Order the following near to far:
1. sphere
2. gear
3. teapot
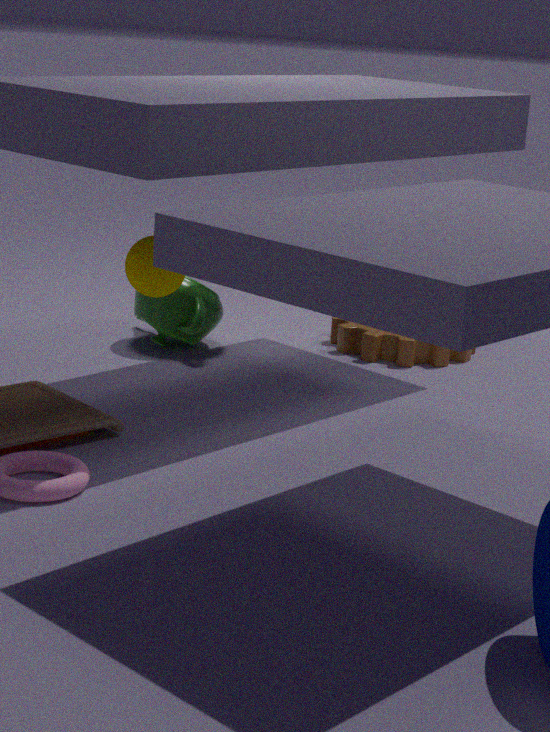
sphere → teapot → gear
